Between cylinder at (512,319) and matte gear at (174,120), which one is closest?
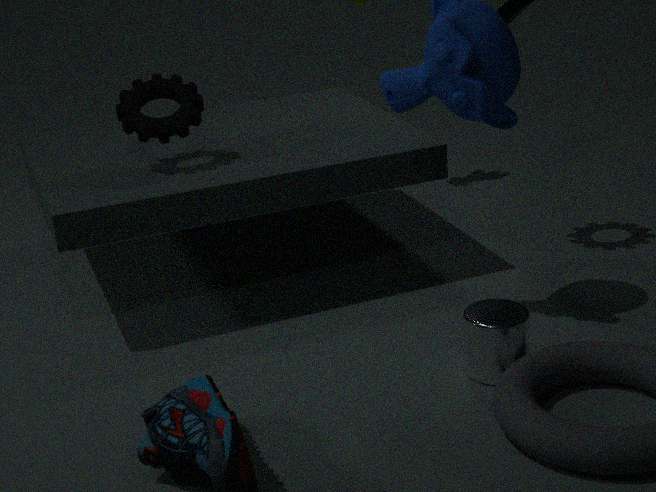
cylinder at (512,319)
